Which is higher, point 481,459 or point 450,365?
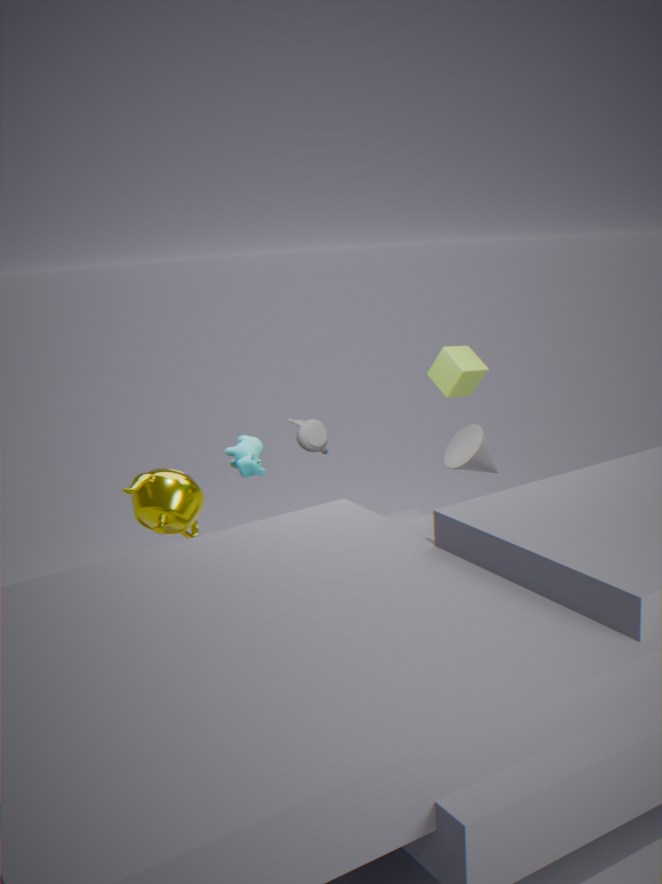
point 450,365
